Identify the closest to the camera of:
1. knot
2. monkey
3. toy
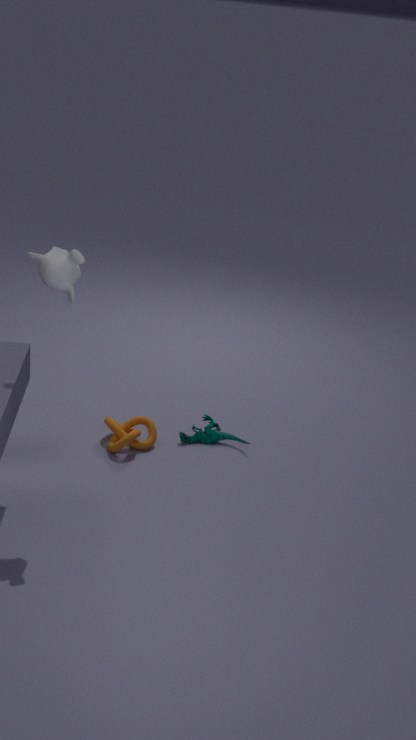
monkey
